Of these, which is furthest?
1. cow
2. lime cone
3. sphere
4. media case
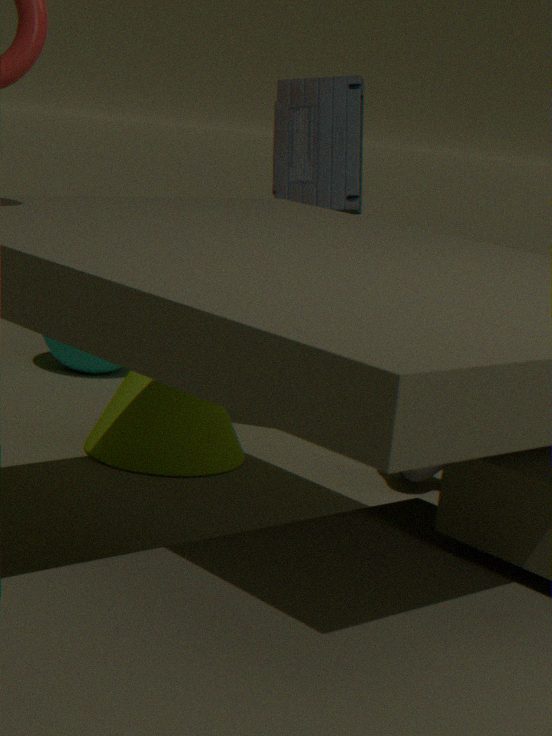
sphere
